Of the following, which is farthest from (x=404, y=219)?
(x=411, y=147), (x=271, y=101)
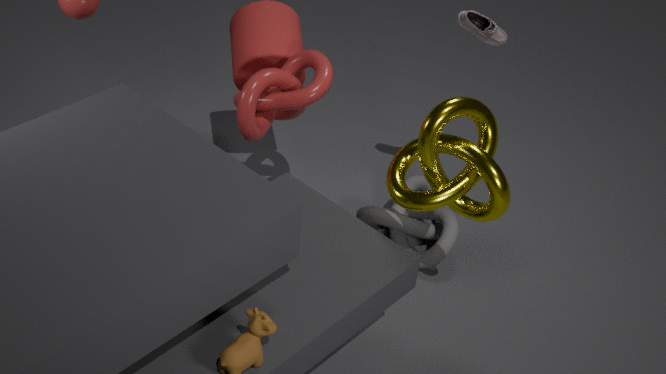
(x=271, y=101)
